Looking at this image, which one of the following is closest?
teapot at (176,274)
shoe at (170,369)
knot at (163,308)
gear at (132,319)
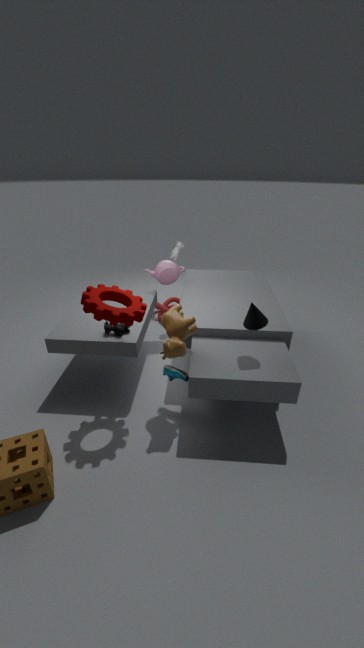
gear at (132,319)
